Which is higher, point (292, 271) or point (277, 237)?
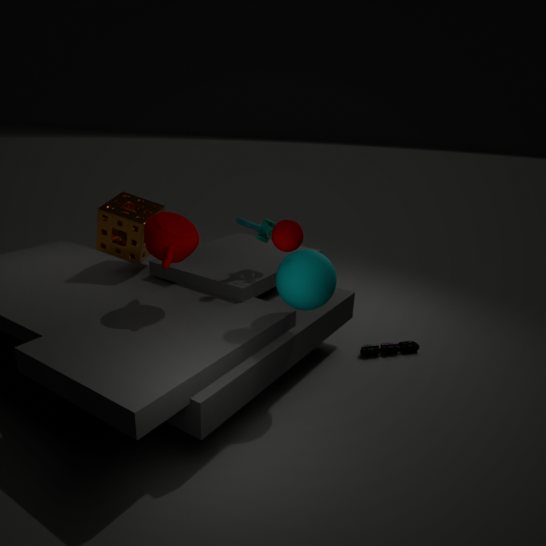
point (277, 237)
